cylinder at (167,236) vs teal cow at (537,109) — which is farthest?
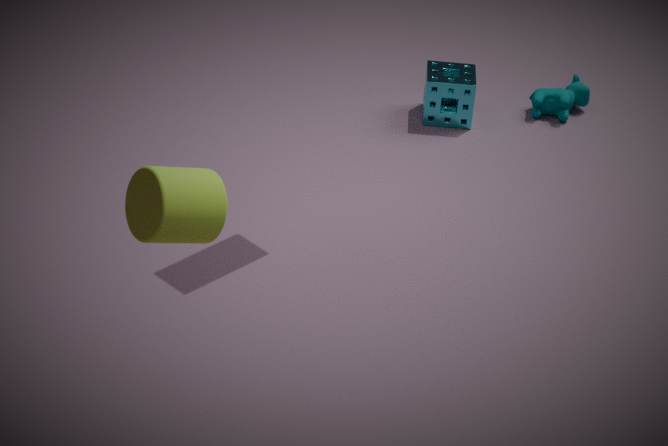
teal cow at (537,109)
